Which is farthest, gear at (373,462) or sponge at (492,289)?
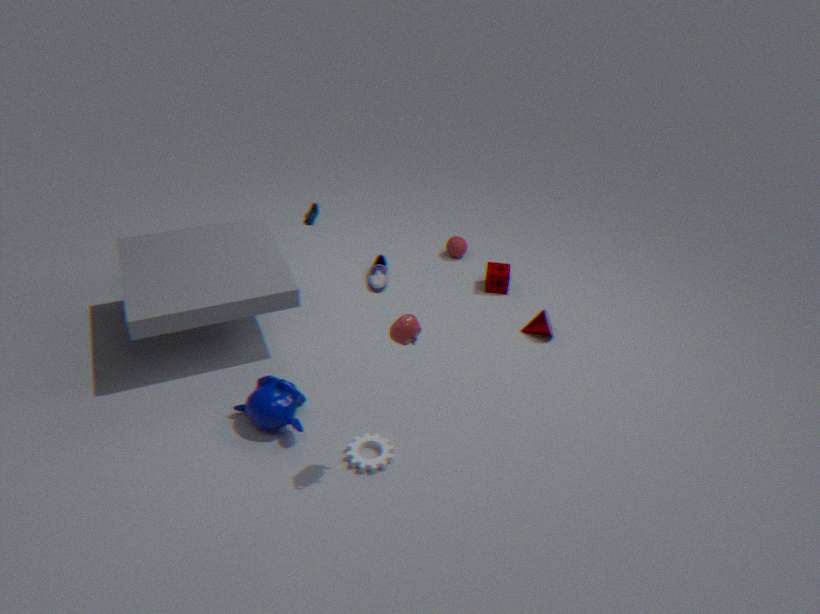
sponge at (492,289)
